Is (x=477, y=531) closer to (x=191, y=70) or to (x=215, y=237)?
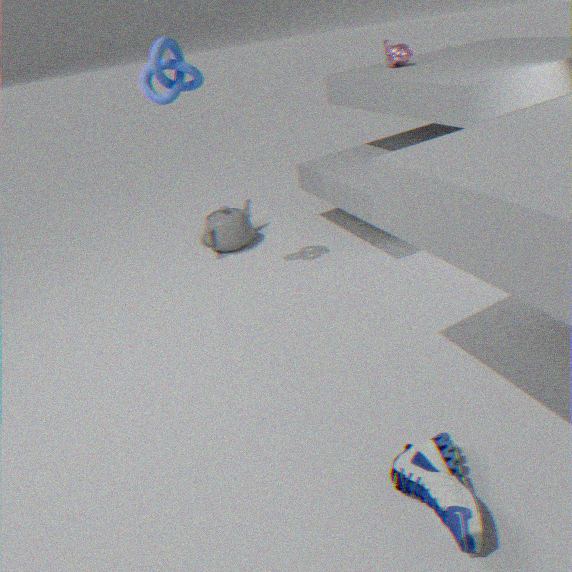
(x=191, y=70)
